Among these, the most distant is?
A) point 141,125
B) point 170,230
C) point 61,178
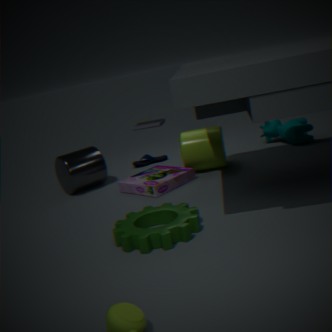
point 141,125
